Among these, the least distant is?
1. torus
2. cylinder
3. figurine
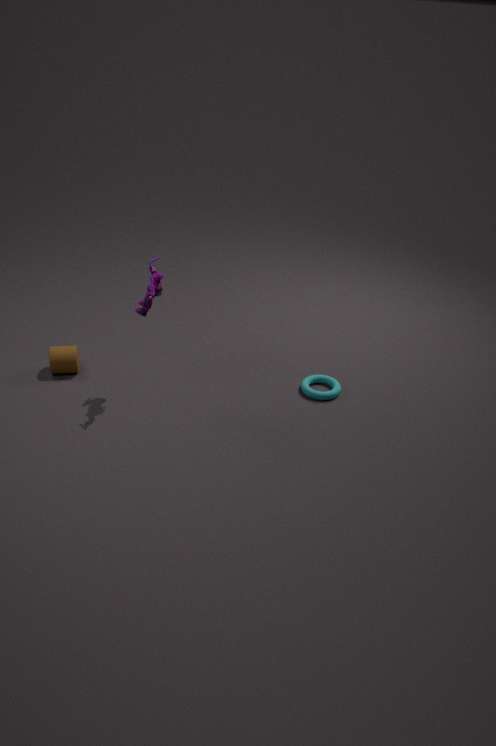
figurine
